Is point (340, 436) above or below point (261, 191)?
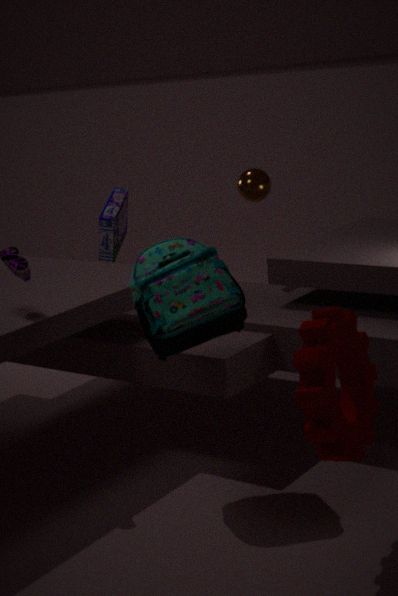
below
